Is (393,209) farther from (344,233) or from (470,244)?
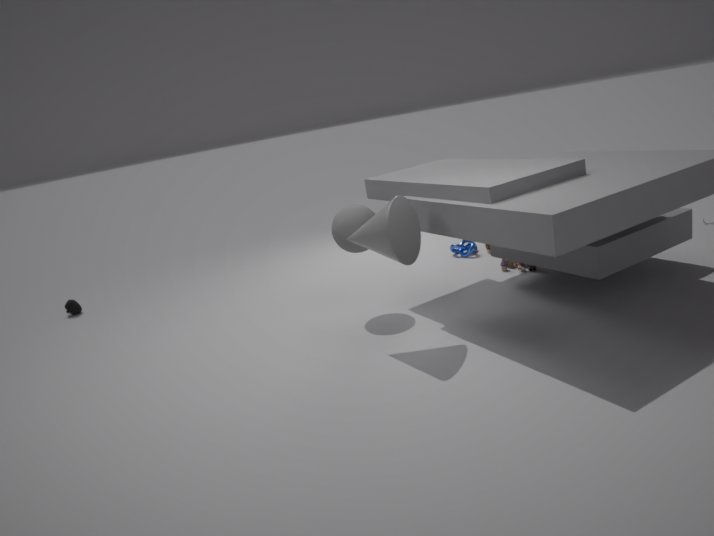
(470,244)
